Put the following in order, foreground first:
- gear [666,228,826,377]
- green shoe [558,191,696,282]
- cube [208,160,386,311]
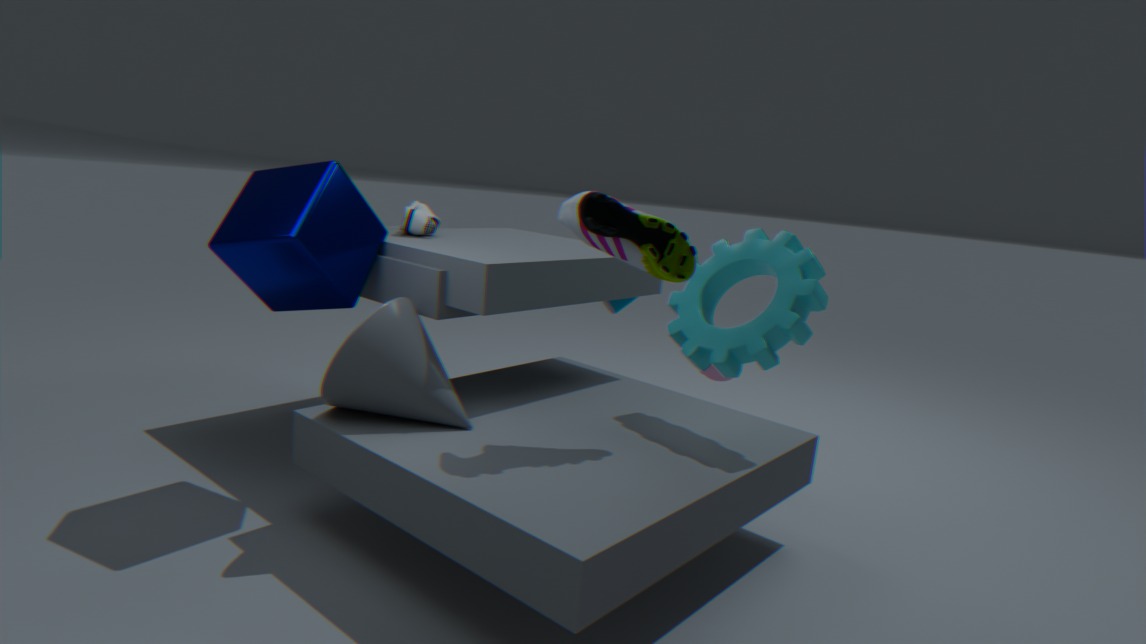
green shoe [558,191,696,282] → cube [208,160,386,311] → gear [666,228,826,377]
